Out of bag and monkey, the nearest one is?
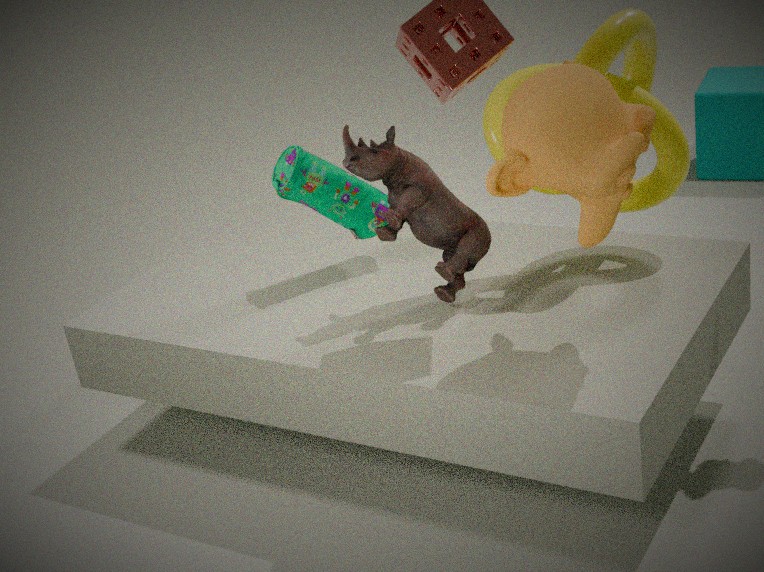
monkey
